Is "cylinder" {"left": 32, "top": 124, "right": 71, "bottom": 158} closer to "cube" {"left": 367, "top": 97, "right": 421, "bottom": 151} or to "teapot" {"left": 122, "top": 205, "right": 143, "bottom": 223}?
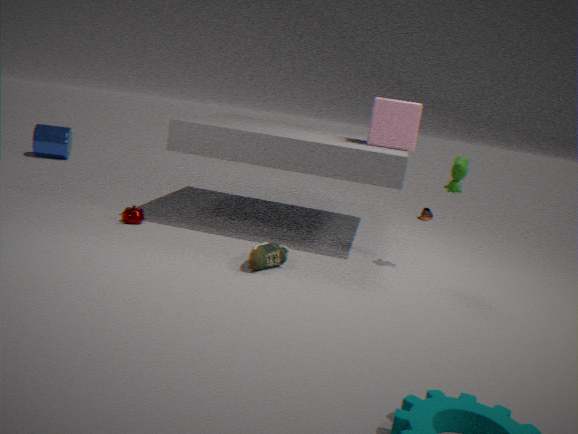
"teapot" {"left": 122, "top": 205, "right": 143, "bottom": 223}
